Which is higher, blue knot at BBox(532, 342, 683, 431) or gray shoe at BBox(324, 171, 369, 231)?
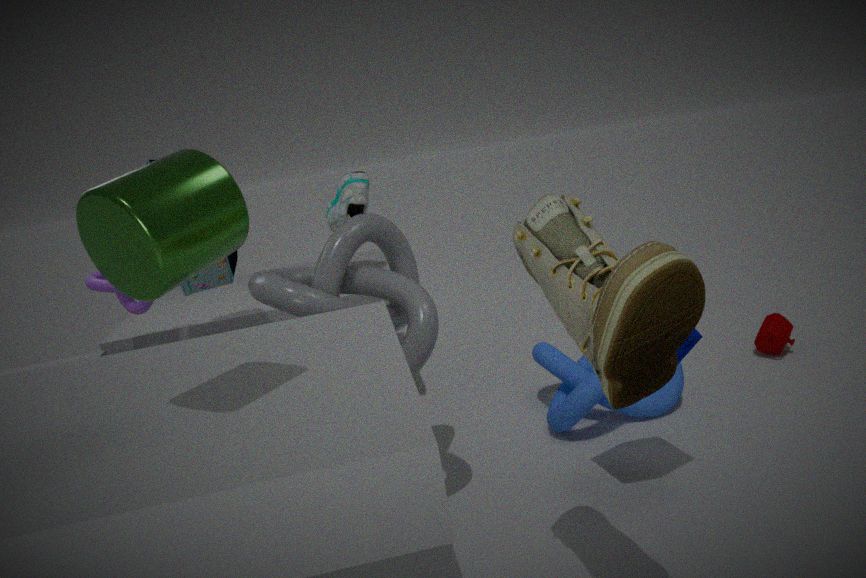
gray shoe at BBox(324, 171, 369, 231)
